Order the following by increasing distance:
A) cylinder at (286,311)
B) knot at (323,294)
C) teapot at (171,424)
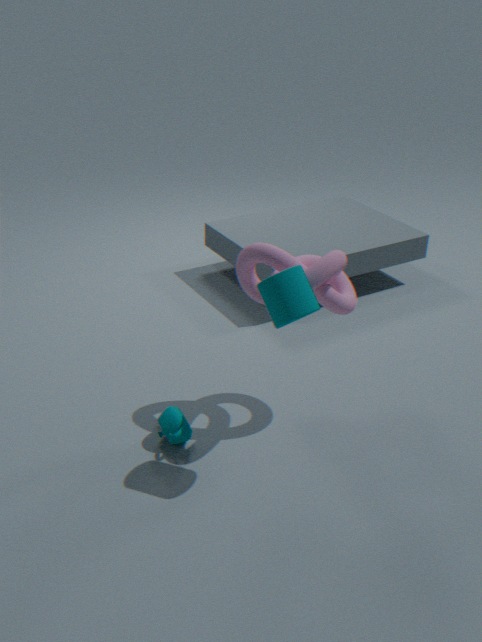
cylinder at (286,311)
knot at (323,294)
teapot at (171,424)
